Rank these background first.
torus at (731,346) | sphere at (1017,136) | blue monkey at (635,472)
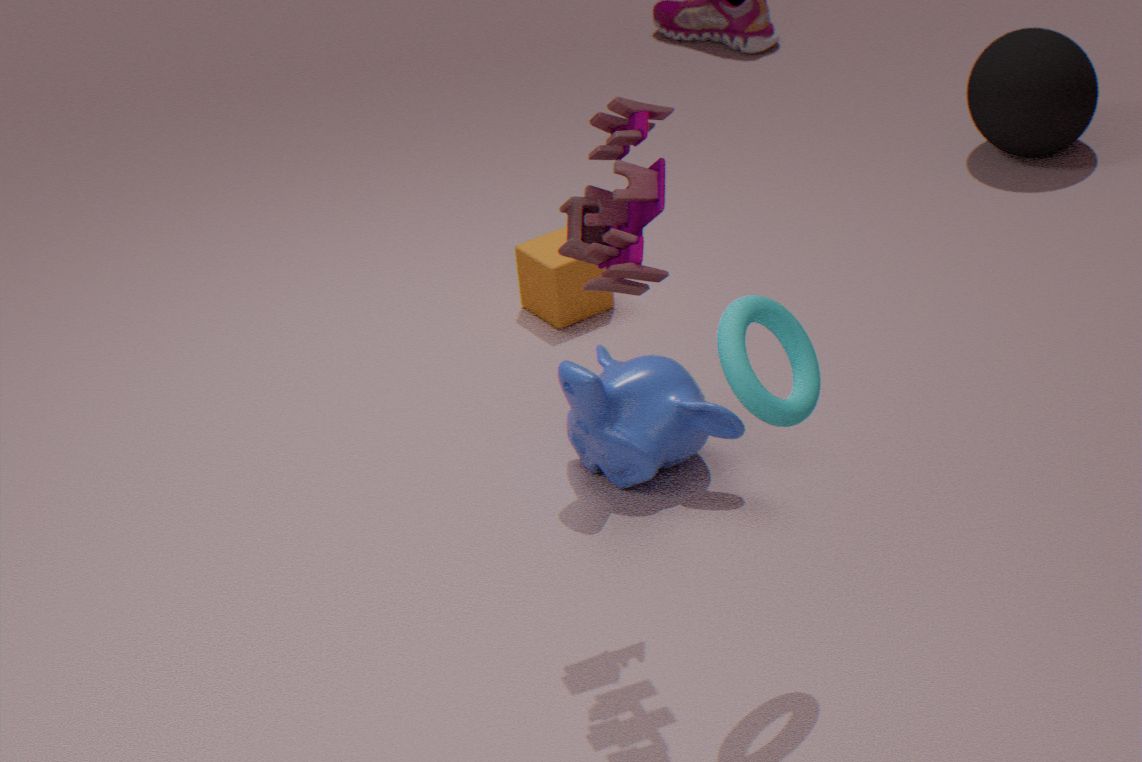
sphere at (1017,136) → blue monkey at (635,472) → torus at (731,346)
